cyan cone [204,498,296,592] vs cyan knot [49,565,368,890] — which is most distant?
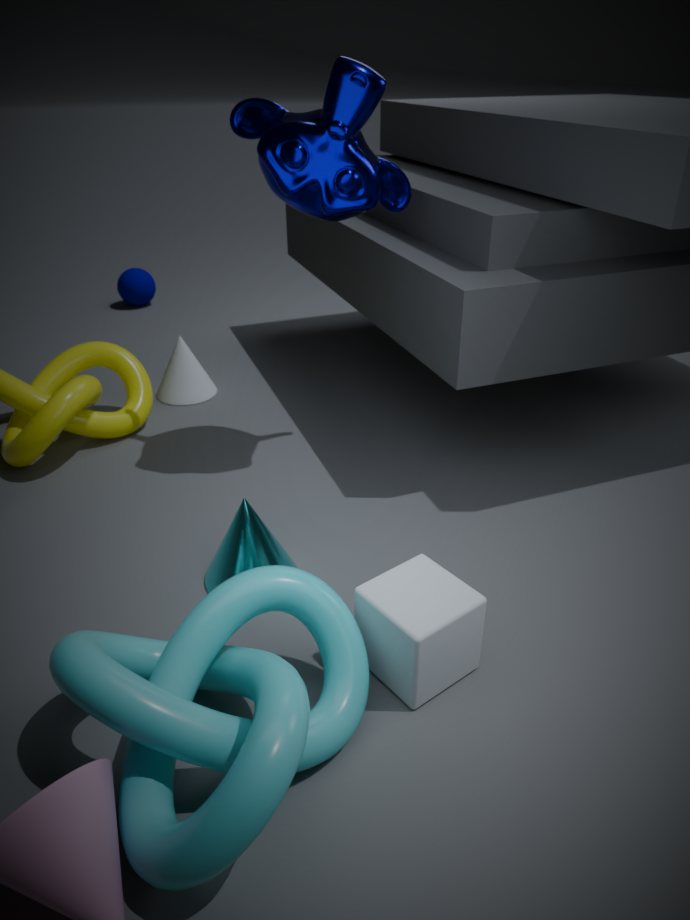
cyan cone [204,498,296,592]
